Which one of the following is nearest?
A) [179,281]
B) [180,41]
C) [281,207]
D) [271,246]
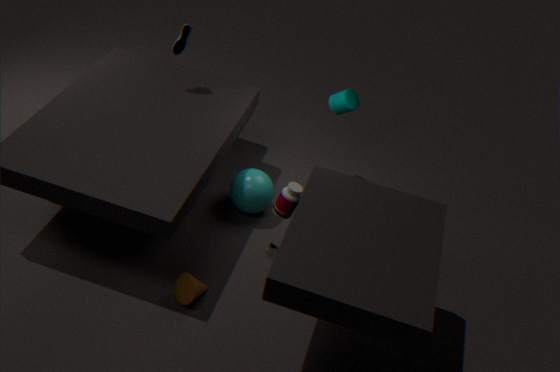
C. [281,207]
